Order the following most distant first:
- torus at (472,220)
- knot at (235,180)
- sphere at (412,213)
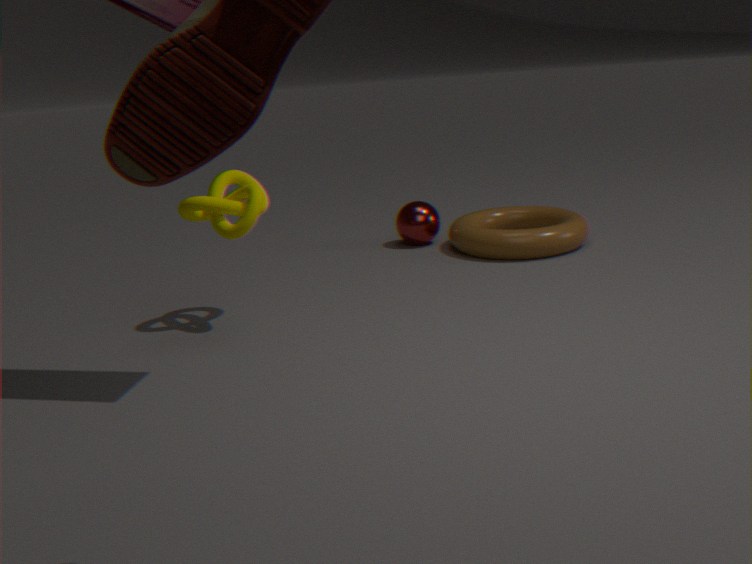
sphere at (412,213) → torus at (472,220) → knot at (235,180)
